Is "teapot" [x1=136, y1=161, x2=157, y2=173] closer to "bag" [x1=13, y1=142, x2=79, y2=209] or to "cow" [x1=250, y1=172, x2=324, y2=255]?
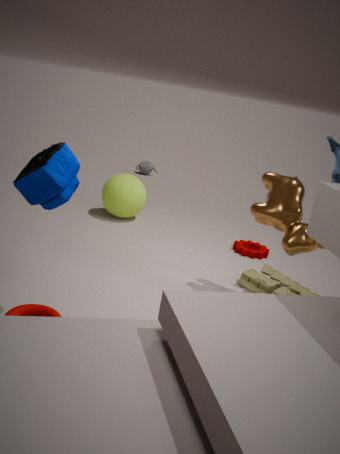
"cow" [x1=250, y1=172, x2=324, y2=255]
